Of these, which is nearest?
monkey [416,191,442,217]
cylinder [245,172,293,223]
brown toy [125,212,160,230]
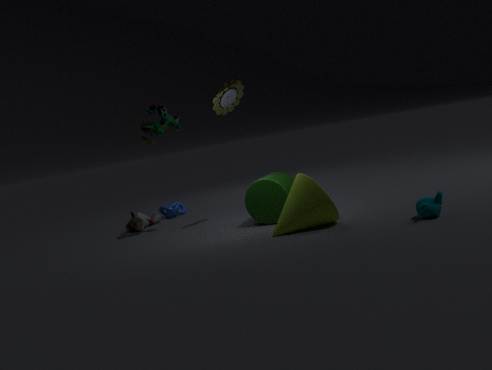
monkey [416,191,442,217]
